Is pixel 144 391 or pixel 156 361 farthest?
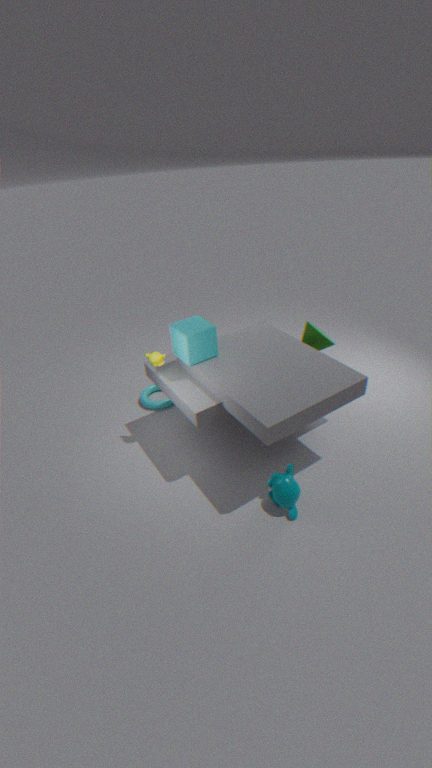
pixel 144 391
